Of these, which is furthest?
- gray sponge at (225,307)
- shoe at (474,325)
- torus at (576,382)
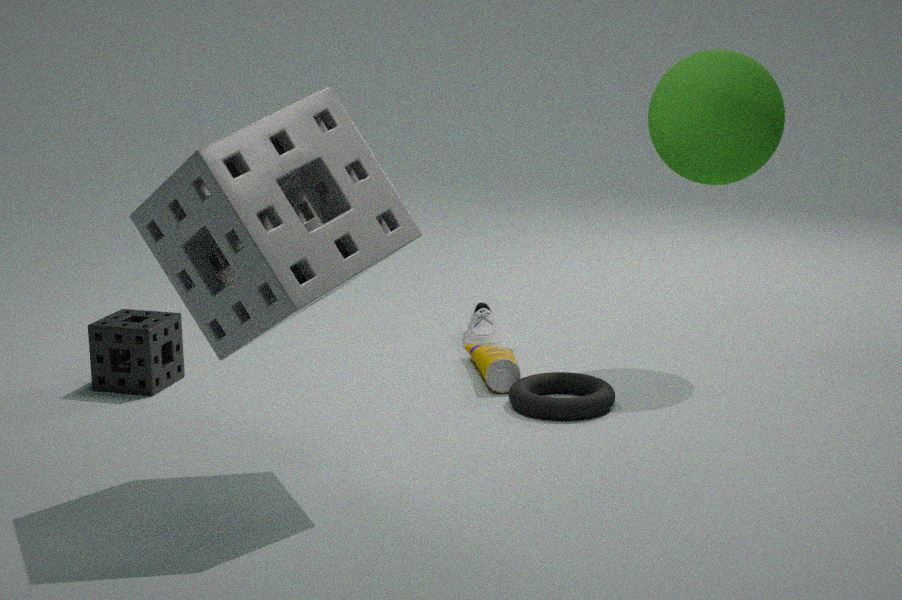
shoe at (474,325)
